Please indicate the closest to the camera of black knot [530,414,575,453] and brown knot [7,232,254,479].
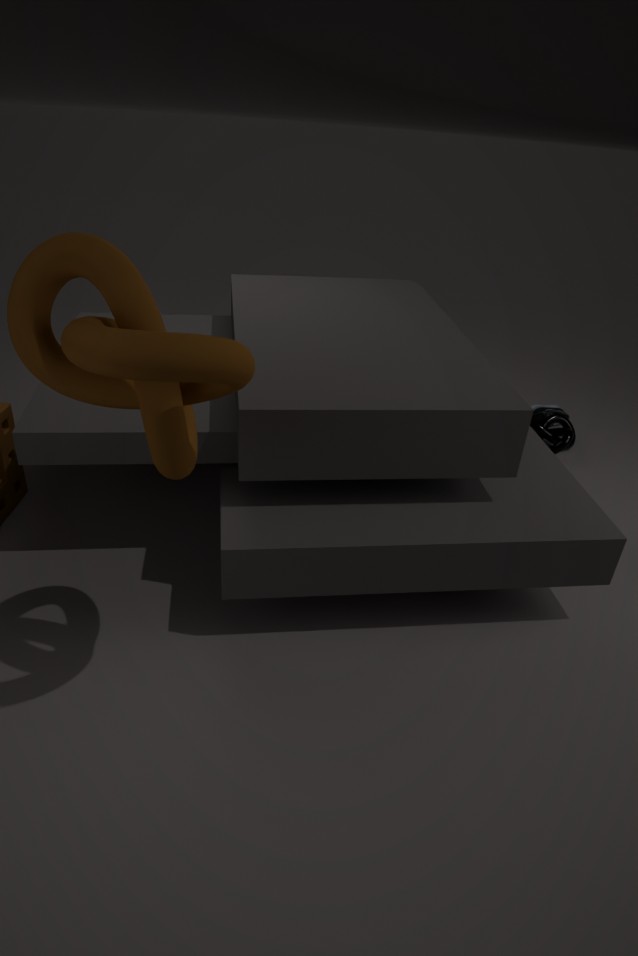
brown knot [7,232,254,479]
